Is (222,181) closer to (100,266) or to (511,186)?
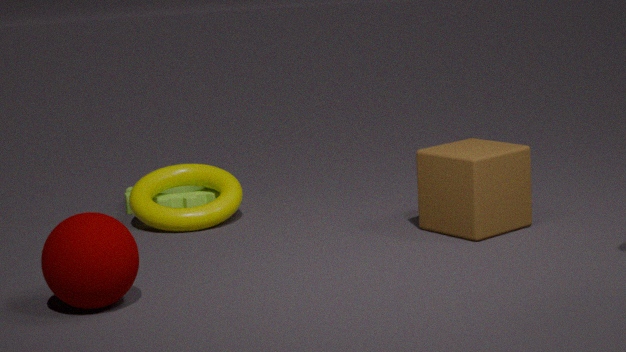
(100,266)
